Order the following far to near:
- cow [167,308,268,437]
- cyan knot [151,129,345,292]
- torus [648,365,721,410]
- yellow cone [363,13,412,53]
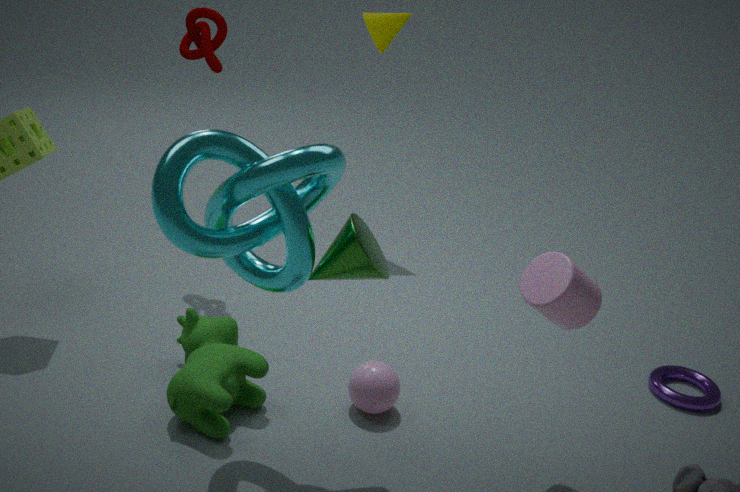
yellow cone [363,13,412,53] → torus [648,365,721,410] → cow [167,308,268,437] → cyan knot [151,129,345,292]
